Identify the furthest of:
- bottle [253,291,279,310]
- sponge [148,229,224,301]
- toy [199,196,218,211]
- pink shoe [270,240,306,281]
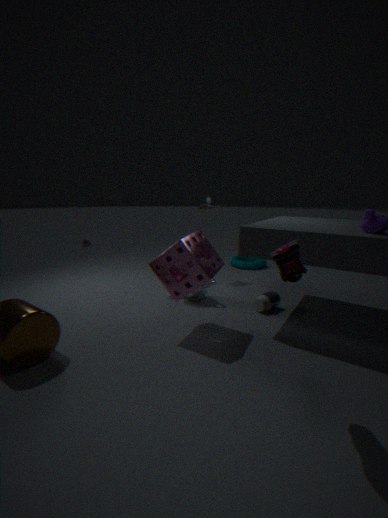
toy [199,196,218,211]
